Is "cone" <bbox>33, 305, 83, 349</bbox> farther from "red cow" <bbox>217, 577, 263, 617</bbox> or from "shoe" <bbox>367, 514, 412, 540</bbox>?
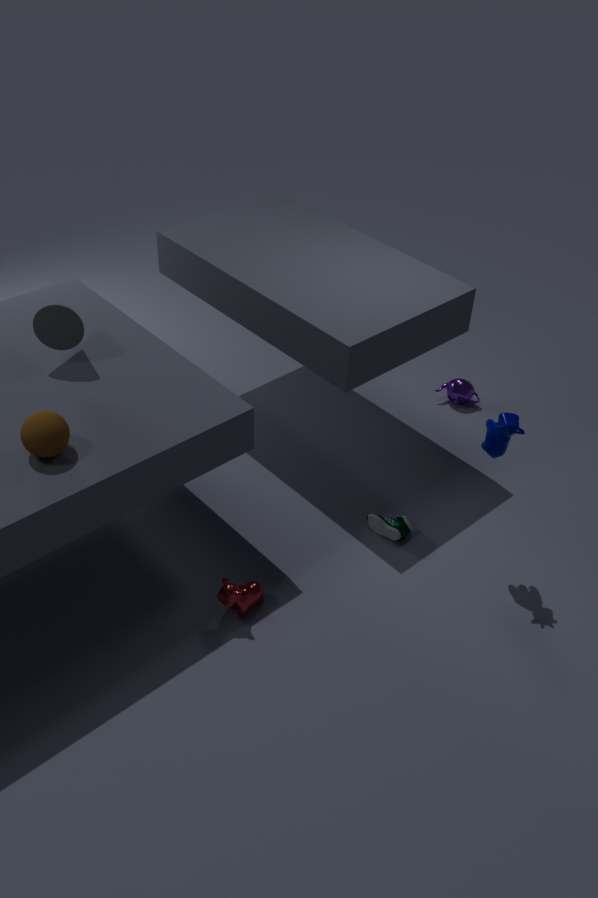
"shoe" <bbox>367, 514, 412, 540</bbox>
